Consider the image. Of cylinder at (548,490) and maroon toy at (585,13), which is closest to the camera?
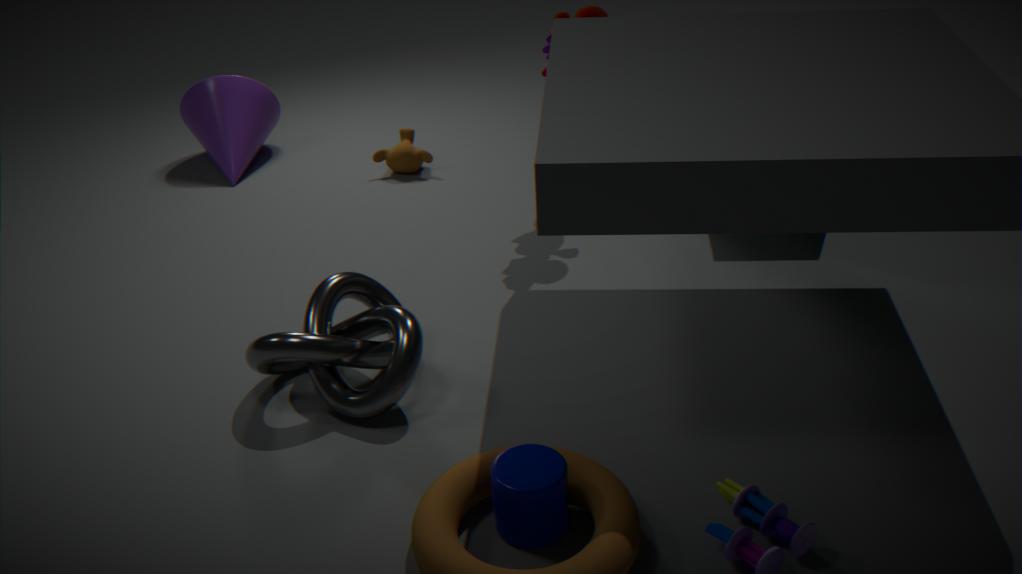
cylinder at (548,490)
